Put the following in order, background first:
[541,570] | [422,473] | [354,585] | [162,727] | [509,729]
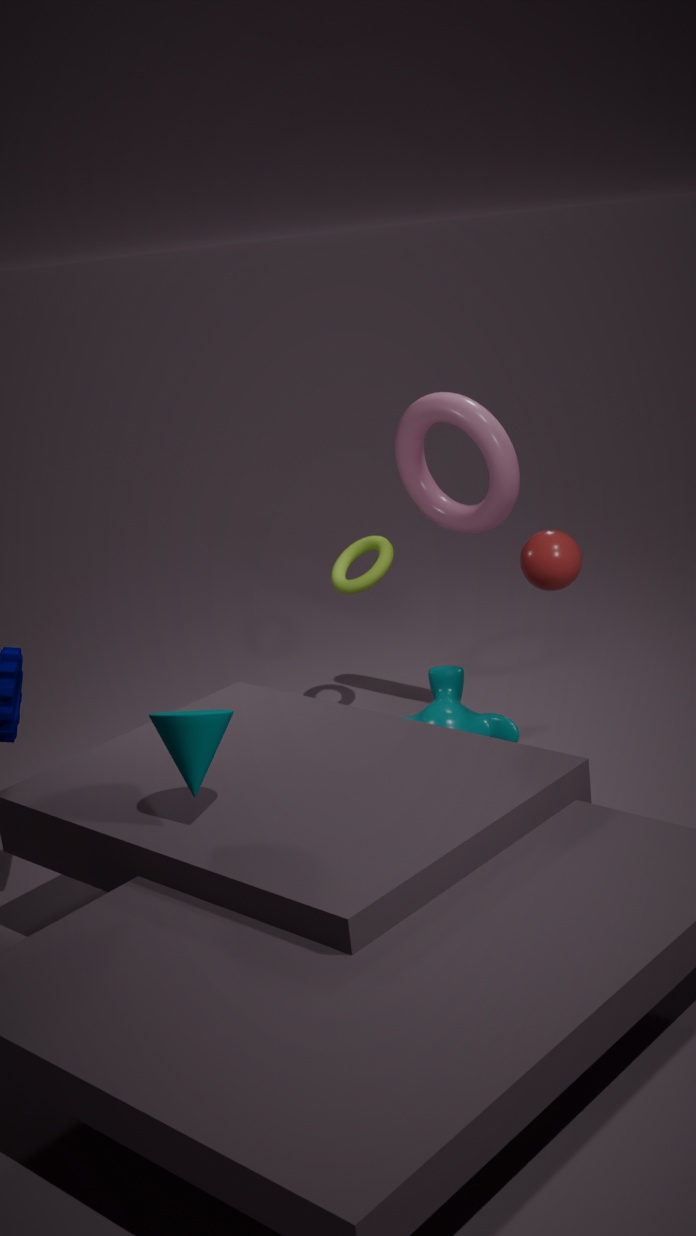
[354,585] → [422,473] → [509,729] → [541,570] → [162,727]
